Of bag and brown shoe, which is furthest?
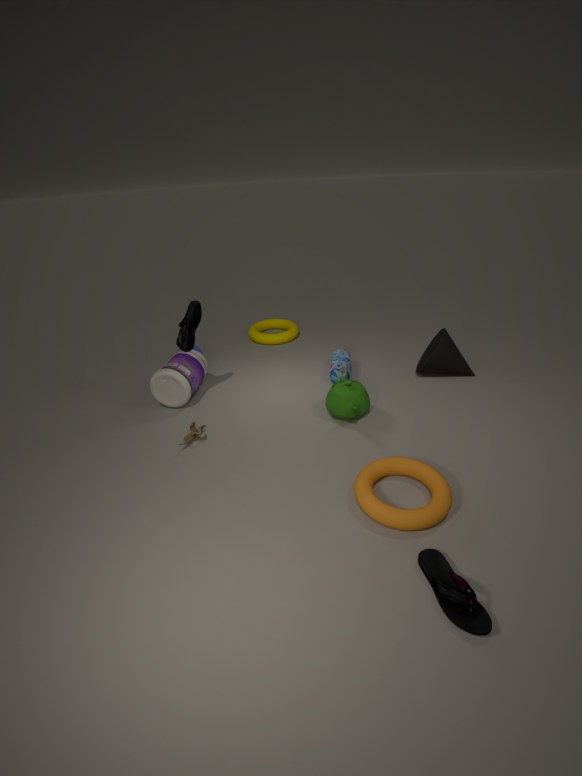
bag
